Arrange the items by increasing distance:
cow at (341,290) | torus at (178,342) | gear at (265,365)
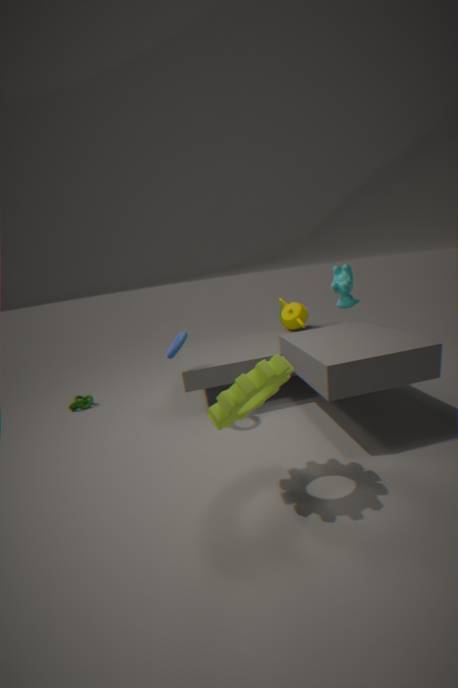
gear at (265,365)
torus at (178,342)
cow at (341,290)
